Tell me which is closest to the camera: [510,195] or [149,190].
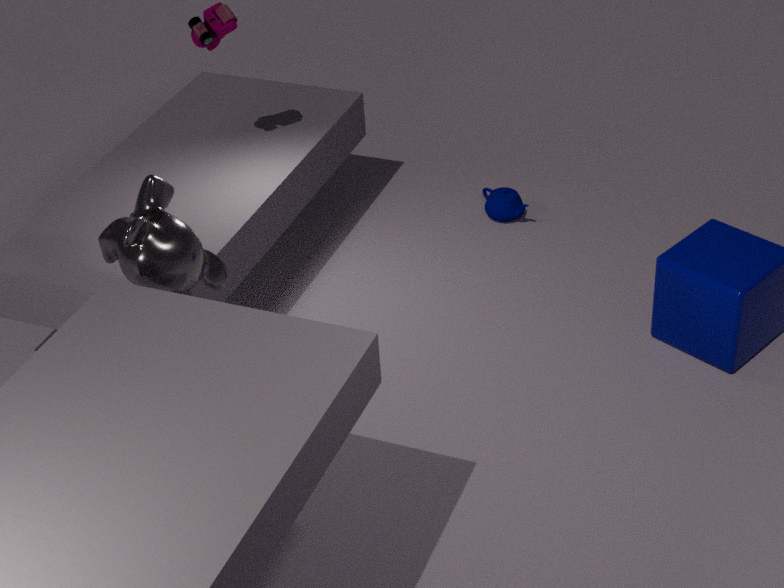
[149,190]
